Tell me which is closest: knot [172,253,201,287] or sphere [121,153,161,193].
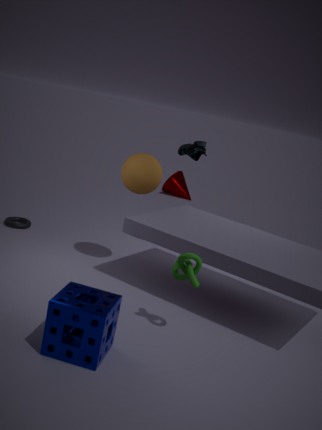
knot [172,253,201,287]
